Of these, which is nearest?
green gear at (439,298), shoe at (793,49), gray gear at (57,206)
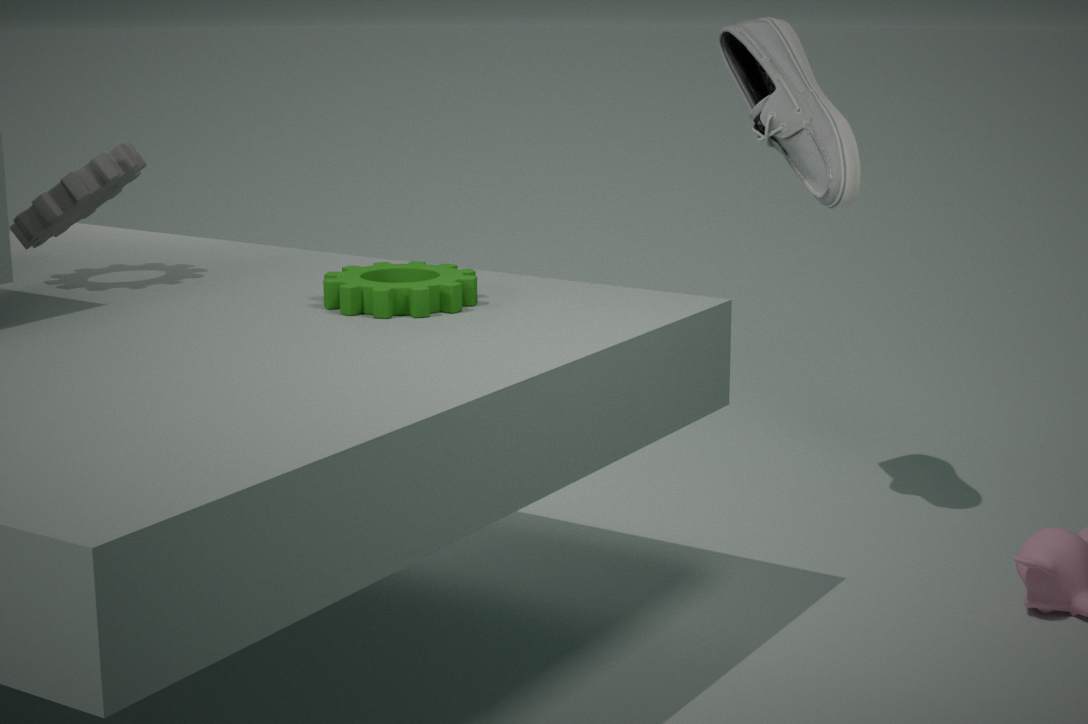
green gear at (439,298)
